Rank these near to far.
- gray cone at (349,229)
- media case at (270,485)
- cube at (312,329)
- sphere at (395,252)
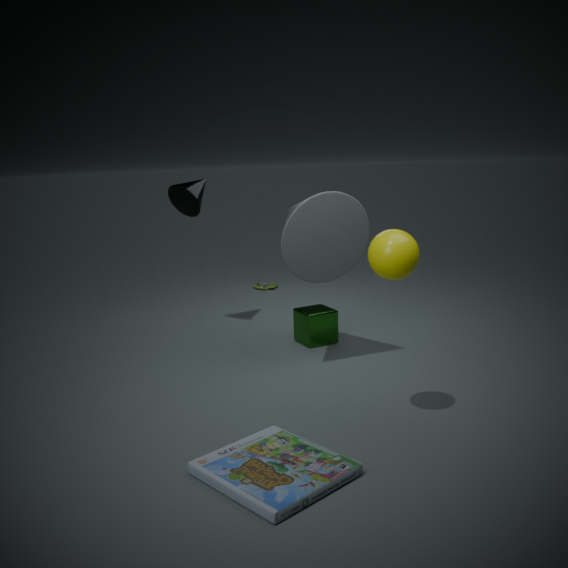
media case at (270,485) → sphere at (395,252) → gray cone at (349,229) → cube at (312,329)
